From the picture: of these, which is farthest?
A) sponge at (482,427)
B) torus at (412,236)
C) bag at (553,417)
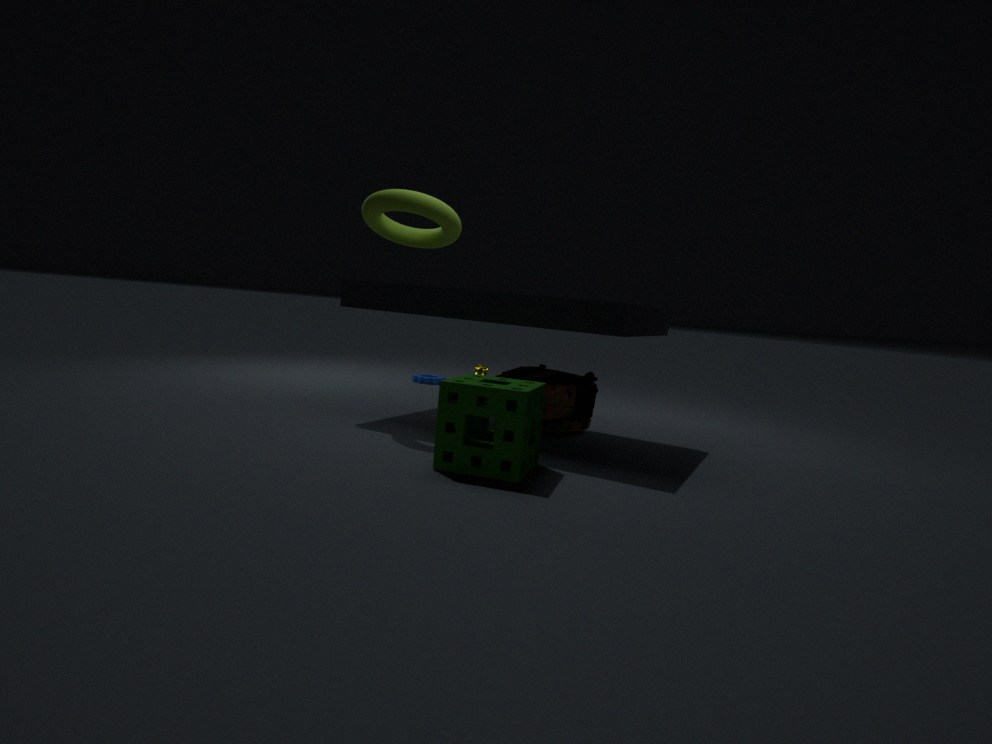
bag at (553,417)
